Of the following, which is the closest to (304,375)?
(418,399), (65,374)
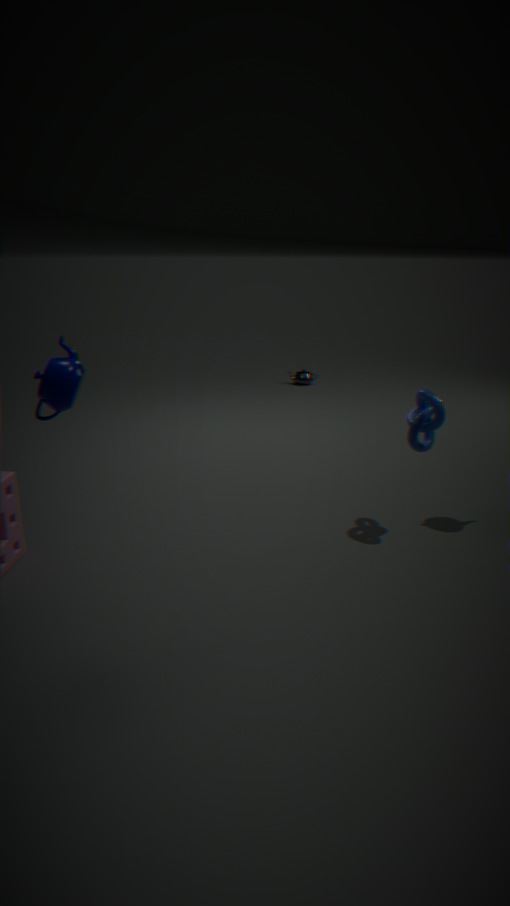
(418,399)
